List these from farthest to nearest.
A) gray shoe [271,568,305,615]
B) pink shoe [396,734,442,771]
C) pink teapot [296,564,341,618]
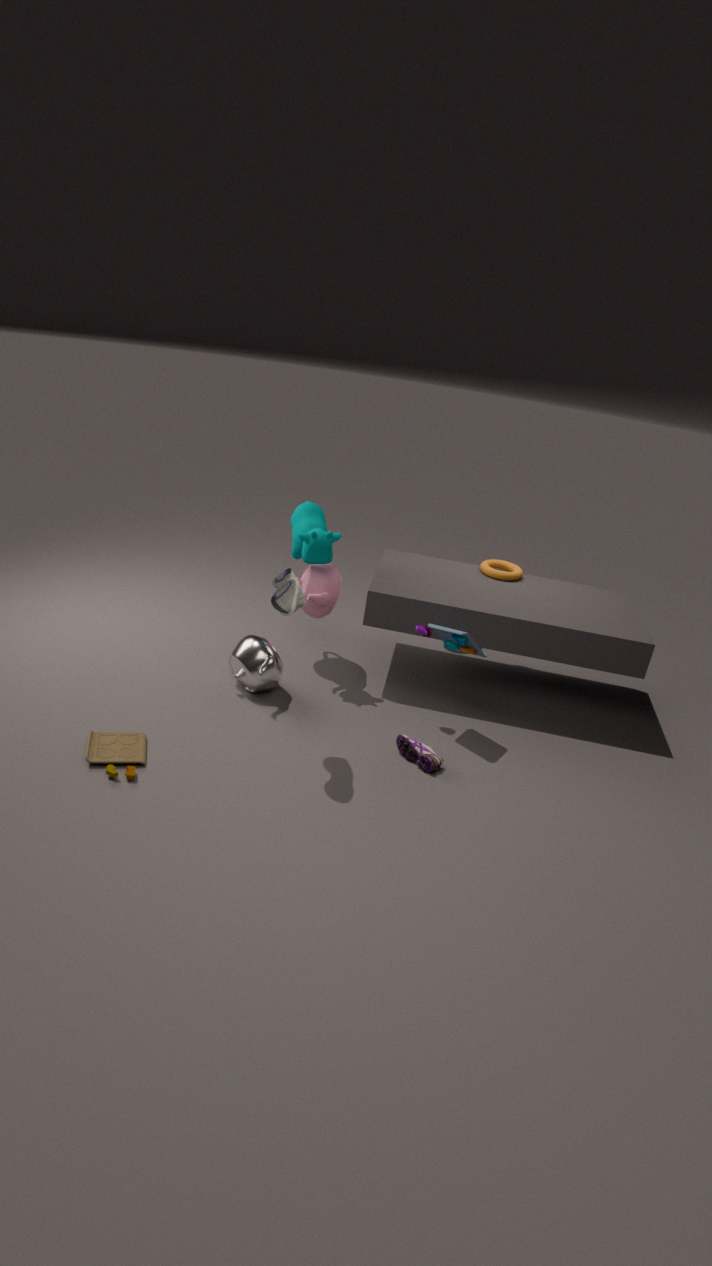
pink teapot [296,564,341,618] → pink shoe [396,734,442,771] → gray shoe [271,568,305,615]
